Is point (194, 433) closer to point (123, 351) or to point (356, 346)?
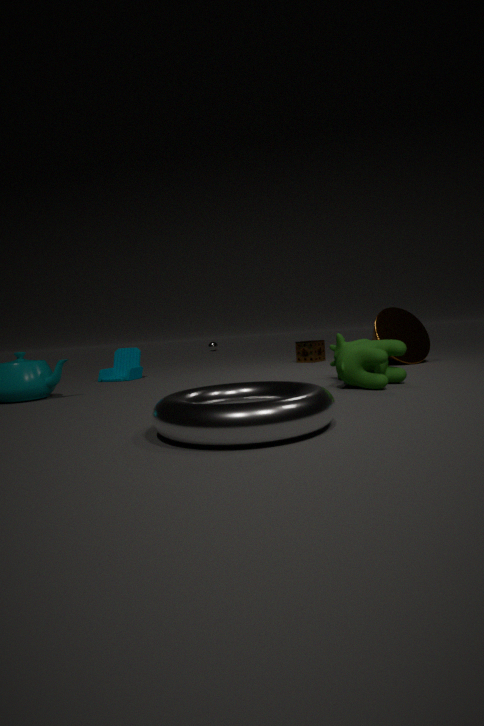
point (356, 346)
